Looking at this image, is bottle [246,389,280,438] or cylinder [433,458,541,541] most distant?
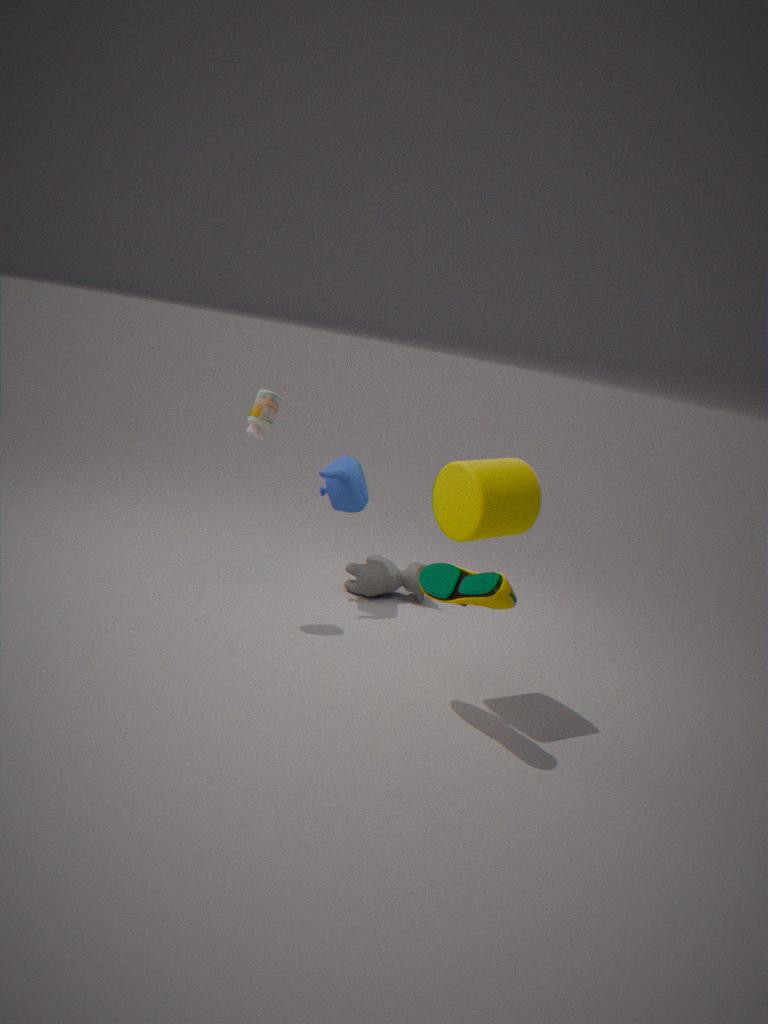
bottle [246,389,280,438]
